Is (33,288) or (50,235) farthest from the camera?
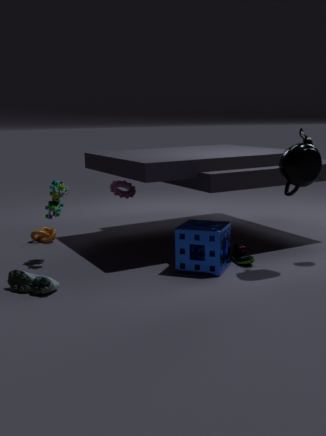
(50,235)
